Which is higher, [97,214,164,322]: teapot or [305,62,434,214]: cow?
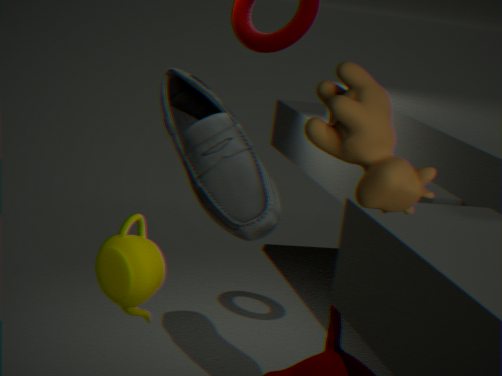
[305,62,434,214]: cow
